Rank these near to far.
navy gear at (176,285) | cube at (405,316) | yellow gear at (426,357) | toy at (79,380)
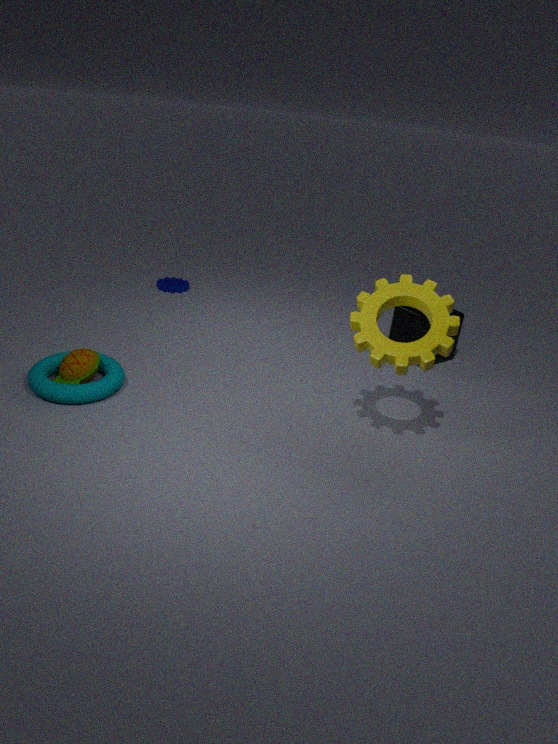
yellow gear at (426,357), toy at (79,380), cube at (405,316), navy gear at (176,285)
